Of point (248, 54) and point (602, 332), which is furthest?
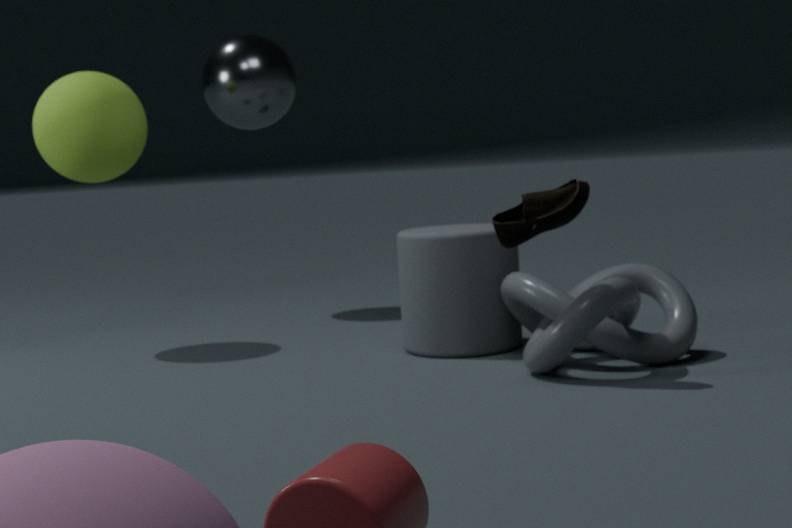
point (248, 54)
